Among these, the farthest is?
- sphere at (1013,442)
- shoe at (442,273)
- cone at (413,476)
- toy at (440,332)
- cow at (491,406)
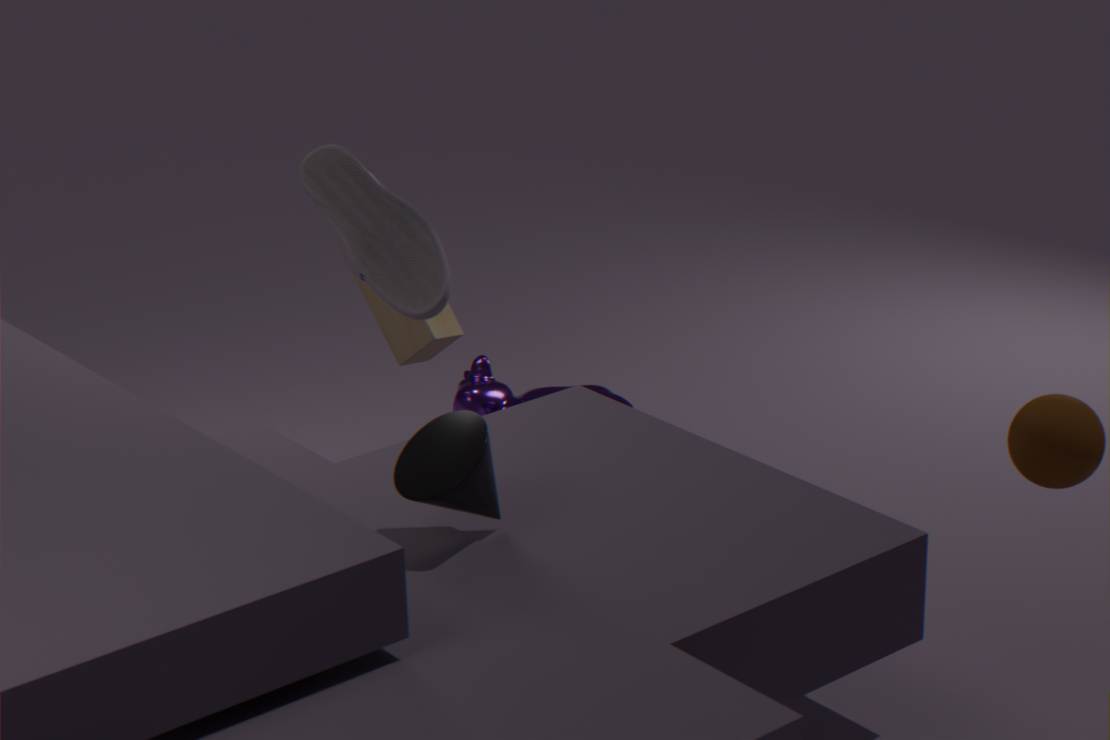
cow at (491,406)
